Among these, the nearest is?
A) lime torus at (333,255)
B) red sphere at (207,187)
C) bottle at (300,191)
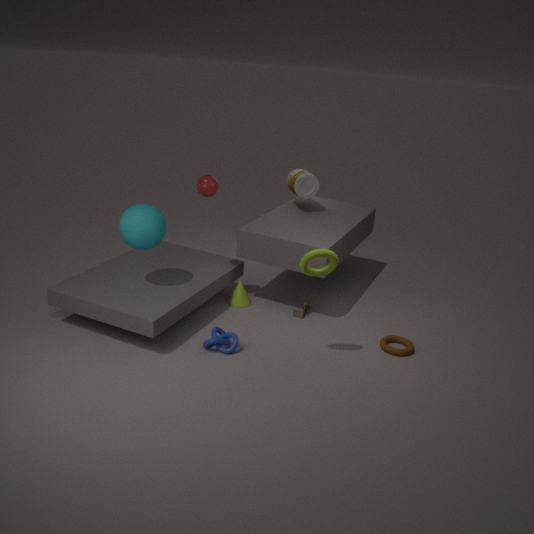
lime torus at (333,255)
